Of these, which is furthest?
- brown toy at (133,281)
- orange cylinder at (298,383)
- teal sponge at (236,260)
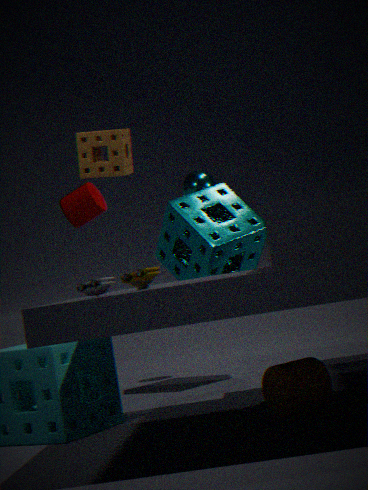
teal sponge at (236,260)
